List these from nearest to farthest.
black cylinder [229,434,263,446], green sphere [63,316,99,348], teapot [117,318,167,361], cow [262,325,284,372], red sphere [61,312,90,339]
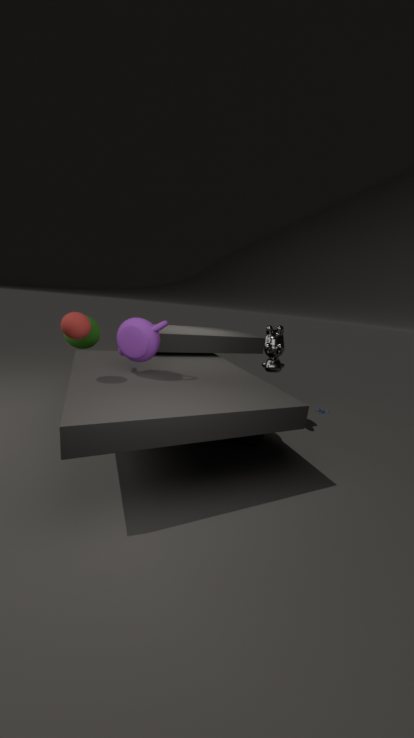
red sphere [61,312,90,339]
teapot [117,318,167,361]
black cylinder [229,434,263,446]
cow [262,325,284,372]
green sphere [63,316,99,348]
